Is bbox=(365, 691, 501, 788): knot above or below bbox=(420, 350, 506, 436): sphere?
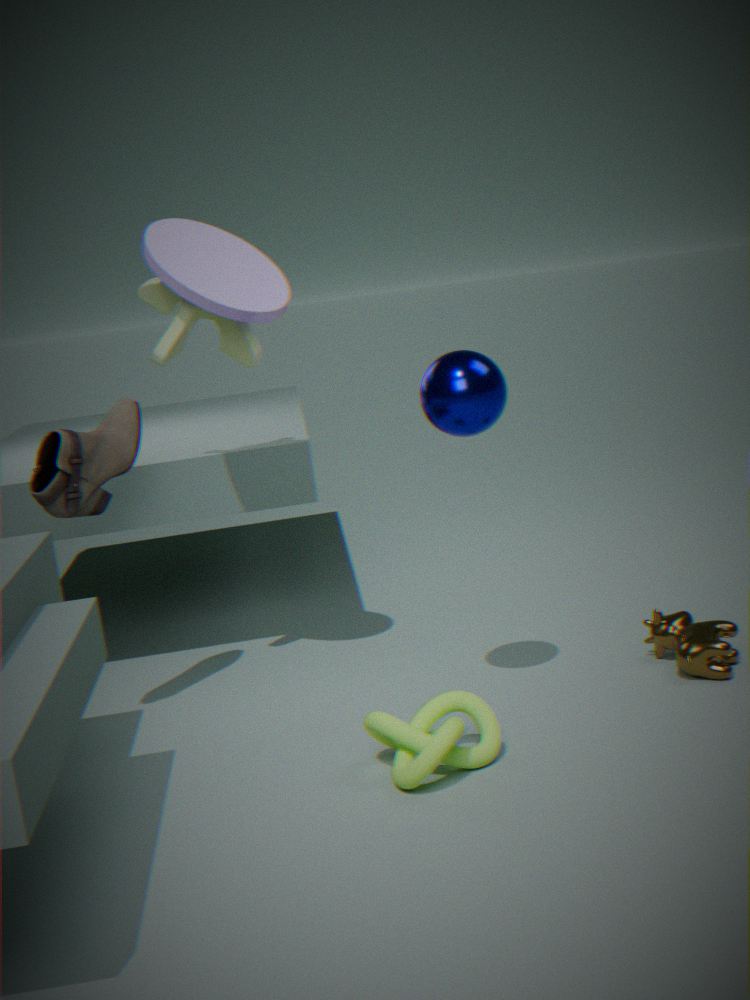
below
